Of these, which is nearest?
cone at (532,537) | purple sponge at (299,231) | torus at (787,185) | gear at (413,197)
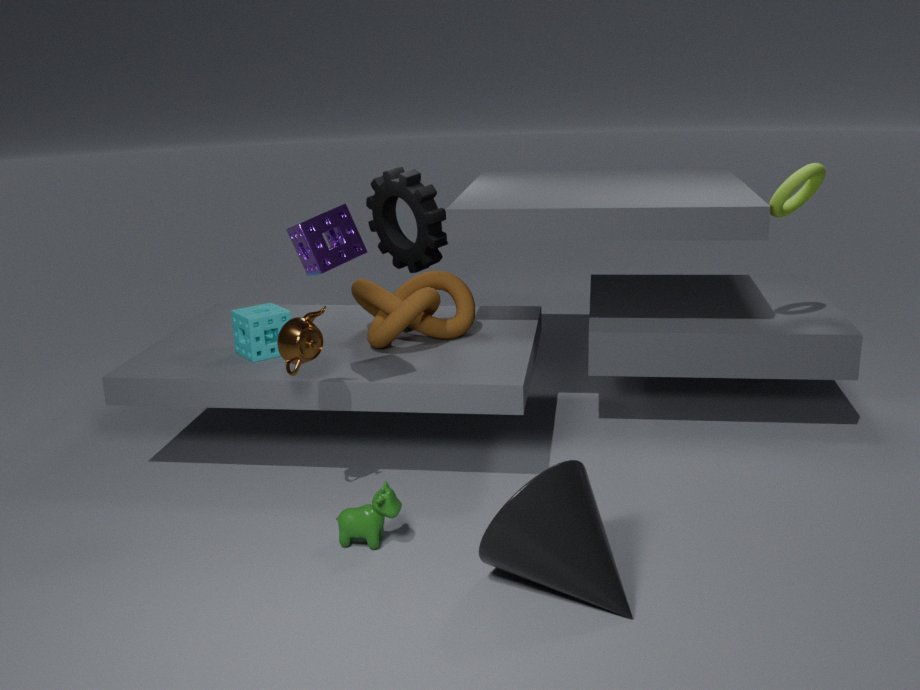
cone at (532,537)
